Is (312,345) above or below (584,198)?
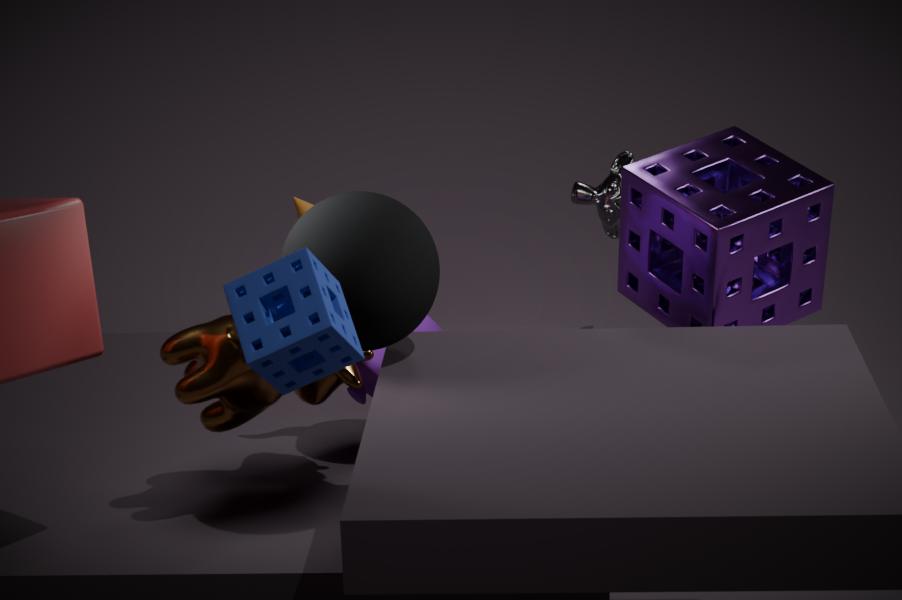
above
